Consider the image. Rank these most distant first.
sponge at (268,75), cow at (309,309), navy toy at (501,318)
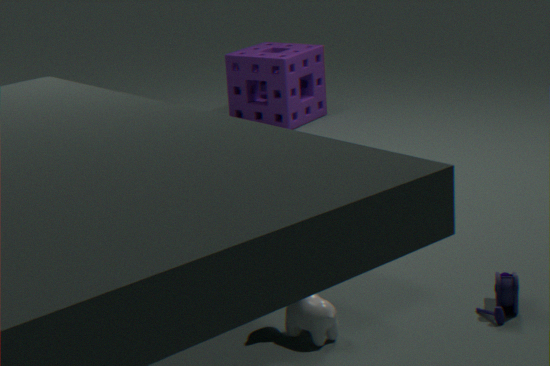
sponge at (268,75)
navy toy at (501,318)
cow at (309,309)
